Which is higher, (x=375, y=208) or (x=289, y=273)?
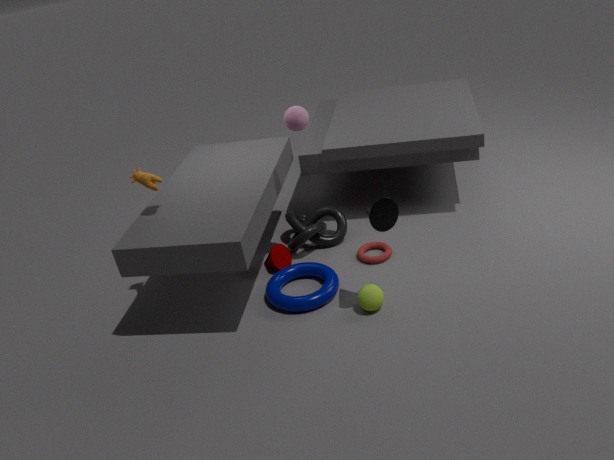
(x=375, y=208)
